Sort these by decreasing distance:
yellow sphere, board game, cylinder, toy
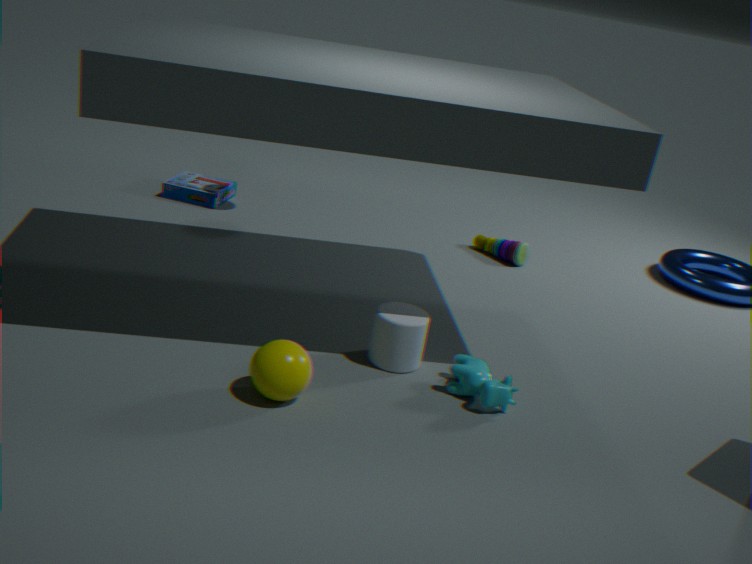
1. board game
2. toy
3. cylinder
4. yellow sphere
